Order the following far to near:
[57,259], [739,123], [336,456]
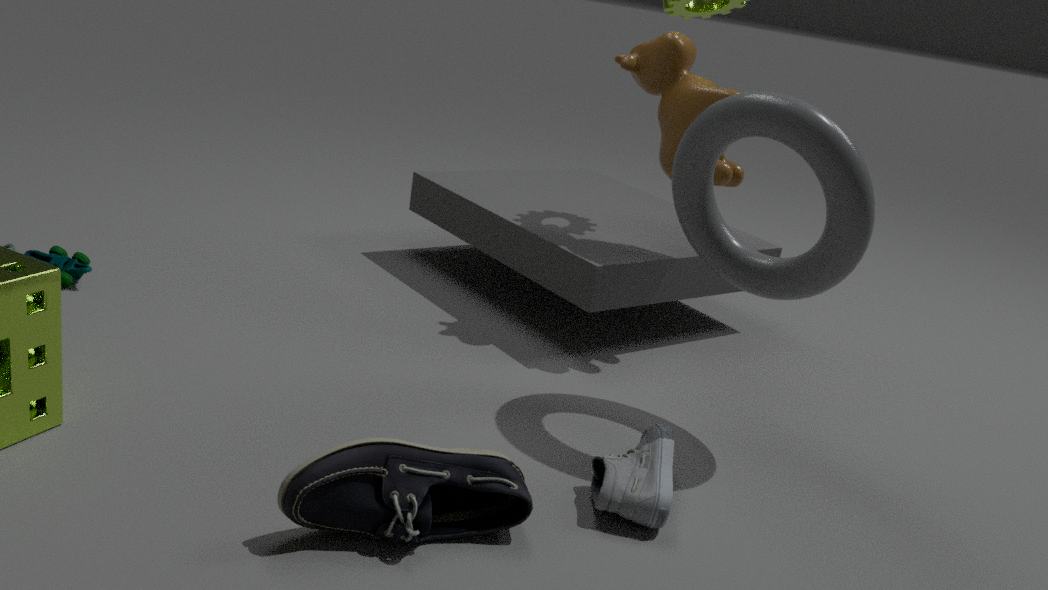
[57,259]
[739,123]
[336,456]
